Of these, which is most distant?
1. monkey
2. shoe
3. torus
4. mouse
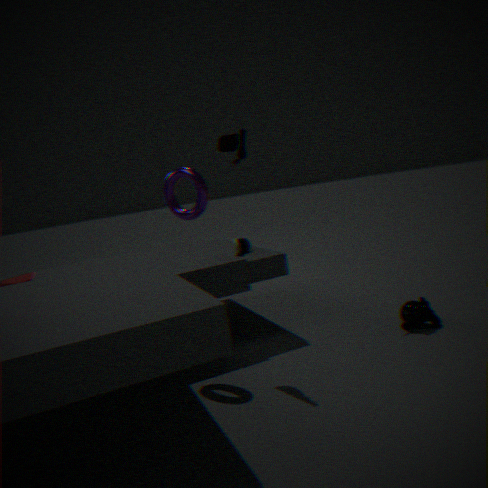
shoe
